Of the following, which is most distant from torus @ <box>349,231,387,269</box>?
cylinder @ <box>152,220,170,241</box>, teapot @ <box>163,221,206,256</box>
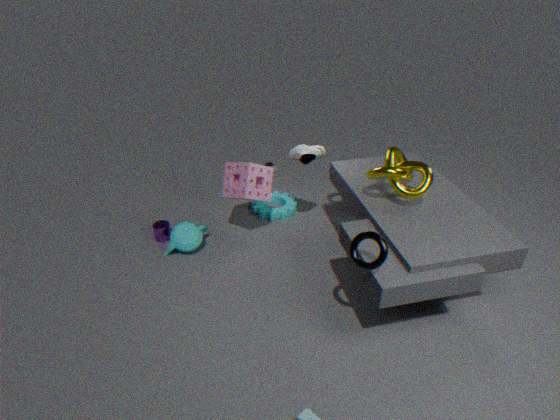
cylinder @ <box>152,220,170,241</box>
